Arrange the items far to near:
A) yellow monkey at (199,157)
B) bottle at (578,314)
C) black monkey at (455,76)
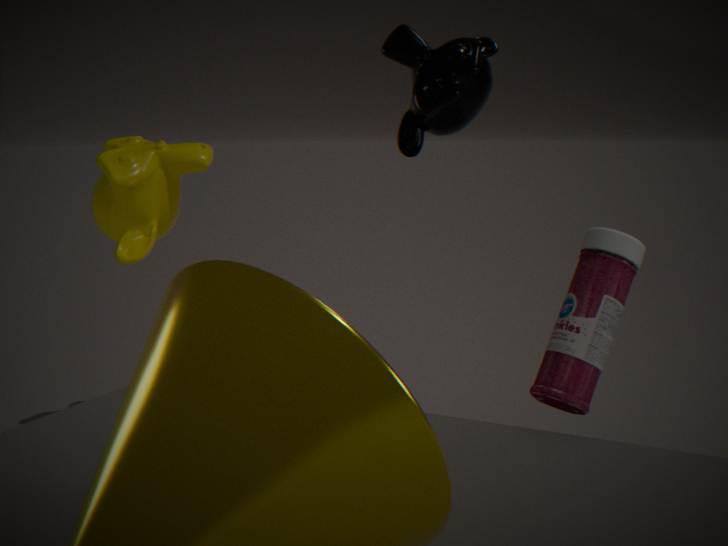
1. yellow monkey at (199,157)
2. bottle at (578,314)
3. black monkey at (455,76)
